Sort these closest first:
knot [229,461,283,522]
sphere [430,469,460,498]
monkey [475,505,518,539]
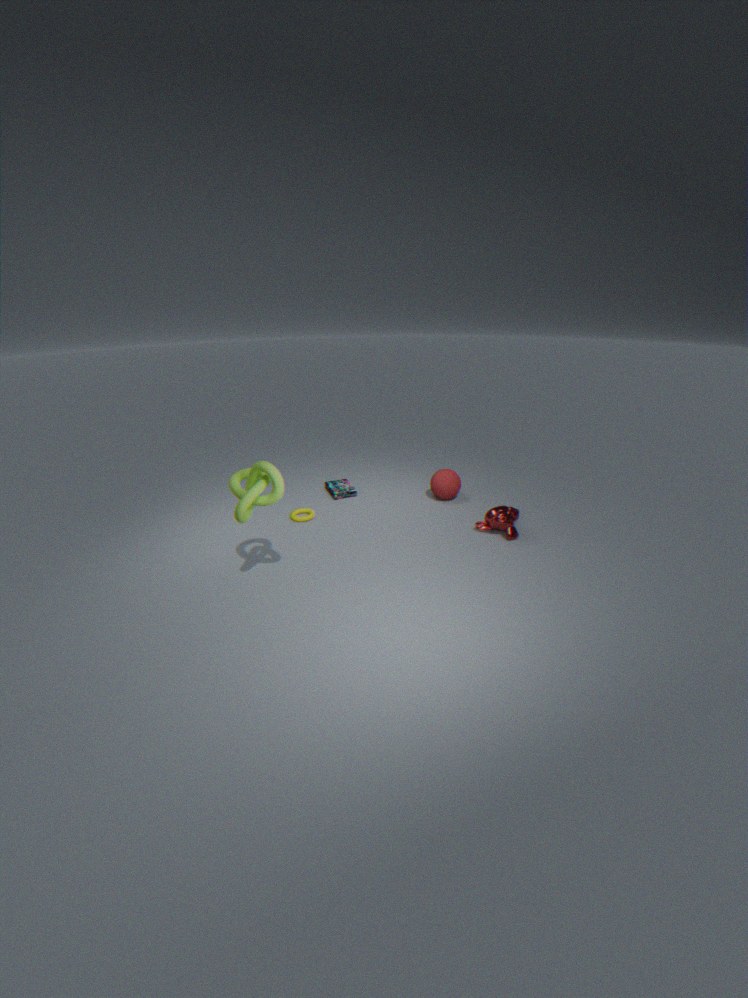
1. knot [229,461,283,522]
2. monkey [475,505,518,539]
3. sphere [430,469,460,498]
